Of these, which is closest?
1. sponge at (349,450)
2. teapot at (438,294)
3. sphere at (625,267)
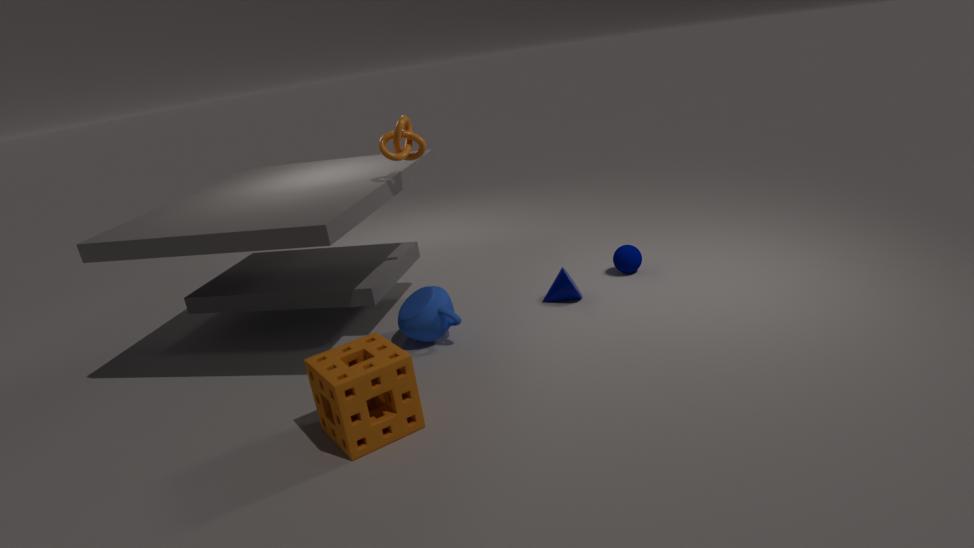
sponge at (349,450)
